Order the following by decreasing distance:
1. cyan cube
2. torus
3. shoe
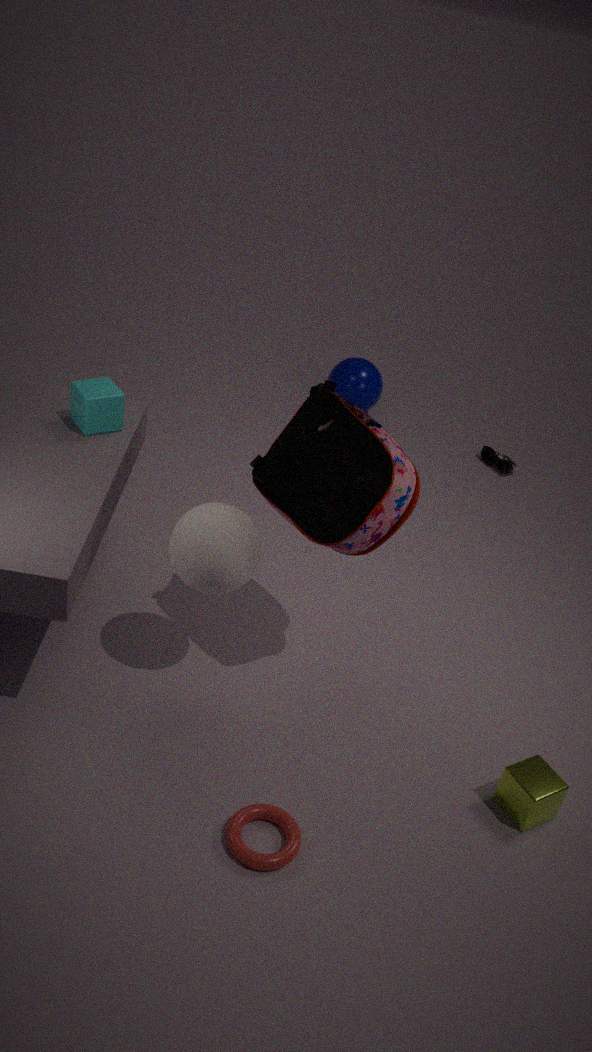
shoe, cyan cube, torus
